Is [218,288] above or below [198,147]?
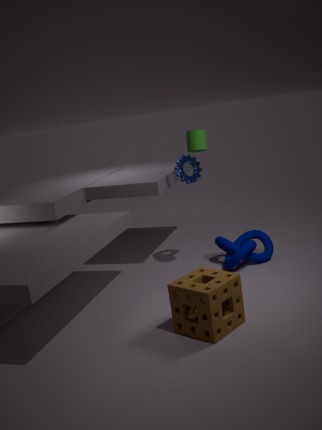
below
